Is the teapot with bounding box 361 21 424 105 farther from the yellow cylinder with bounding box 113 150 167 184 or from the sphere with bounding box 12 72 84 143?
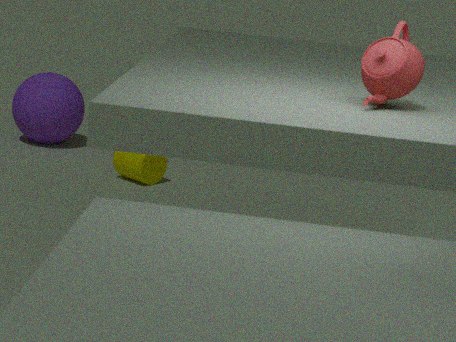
the sphere with bounding box 12 72 84 143
